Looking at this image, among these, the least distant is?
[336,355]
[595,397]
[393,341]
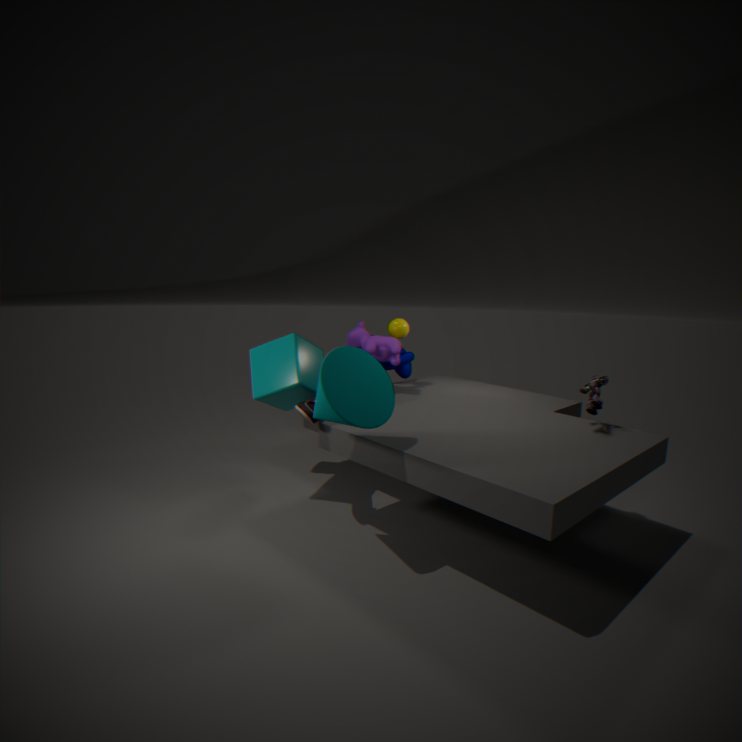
[336,355]
